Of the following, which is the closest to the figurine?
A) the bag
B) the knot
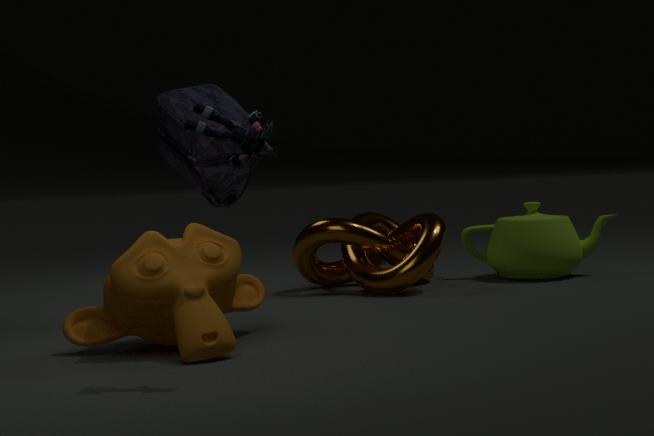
the bag
